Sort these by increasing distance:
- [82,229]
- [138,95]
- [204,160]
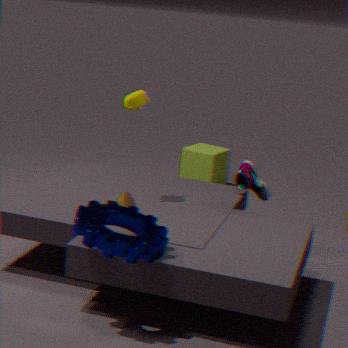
[82,229], [138,95], [204,160]
